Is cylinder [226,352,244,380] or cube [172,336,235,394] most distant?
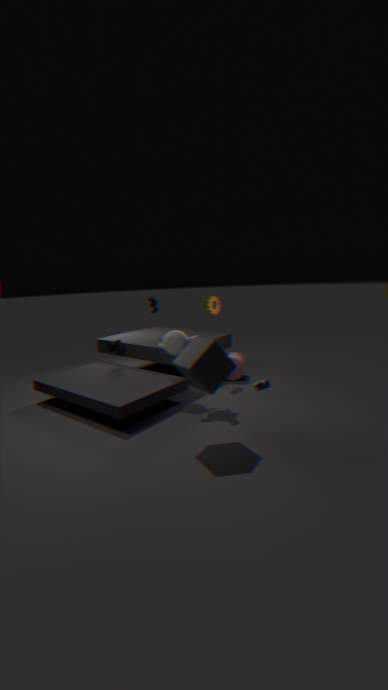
cylinder [226,352,244,380]
